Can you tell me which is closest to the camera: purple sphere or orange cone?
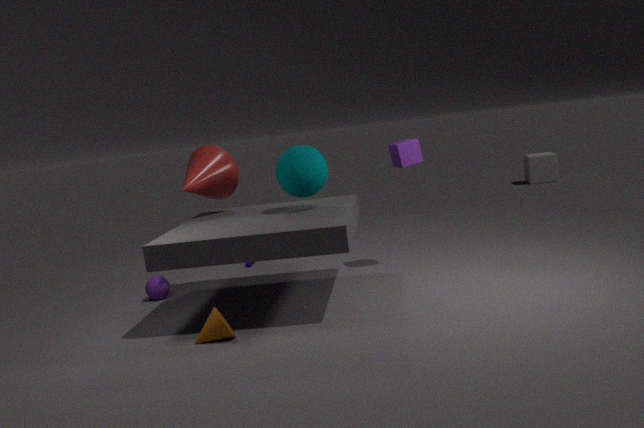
orange cone
